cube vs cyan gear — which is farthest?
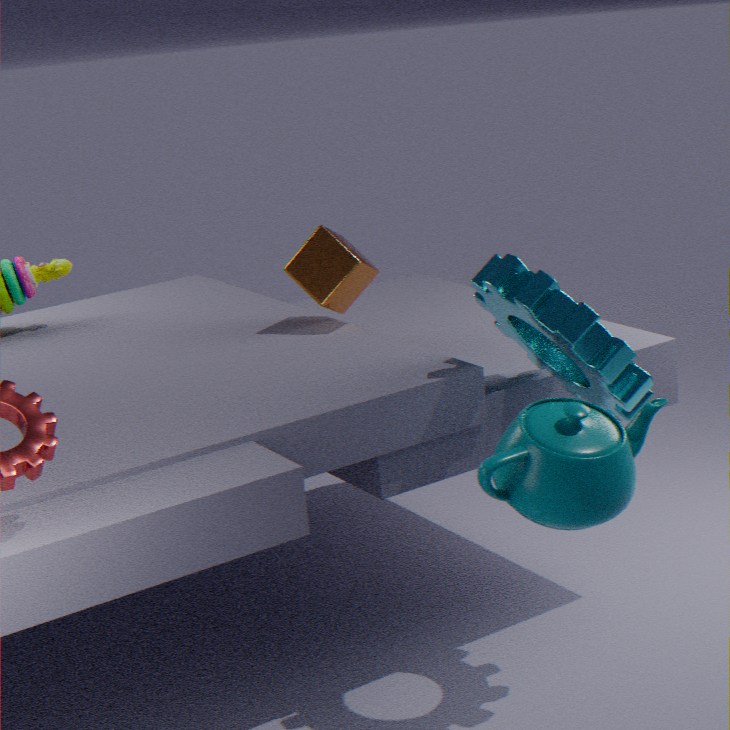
cube
